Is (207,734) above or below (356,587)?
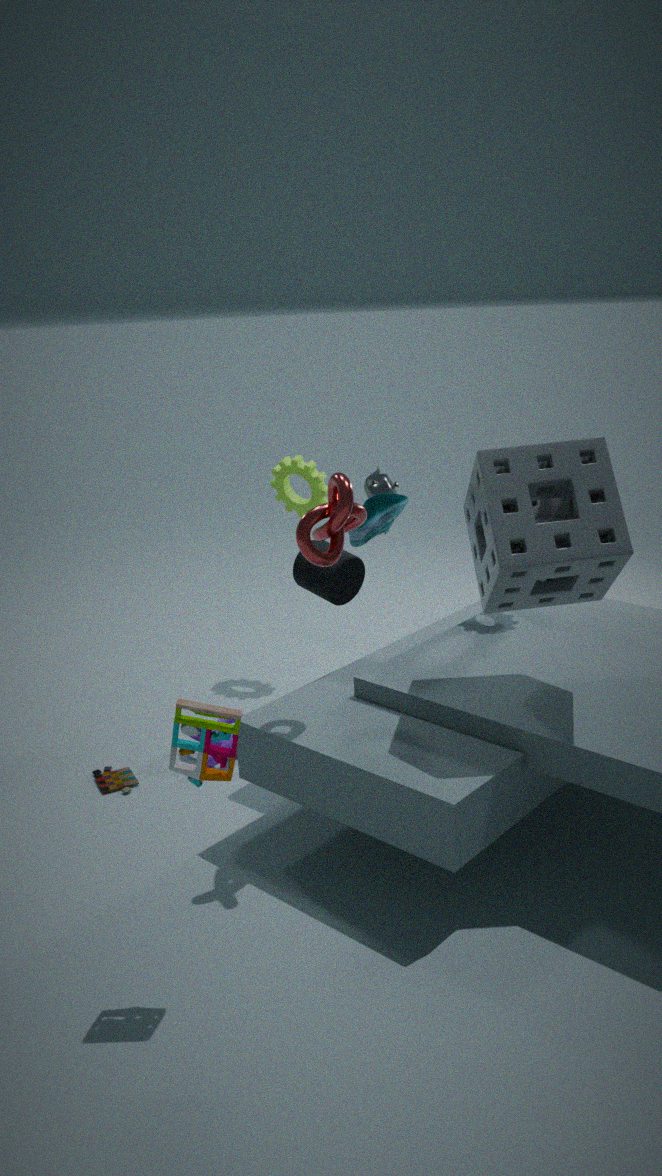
below
